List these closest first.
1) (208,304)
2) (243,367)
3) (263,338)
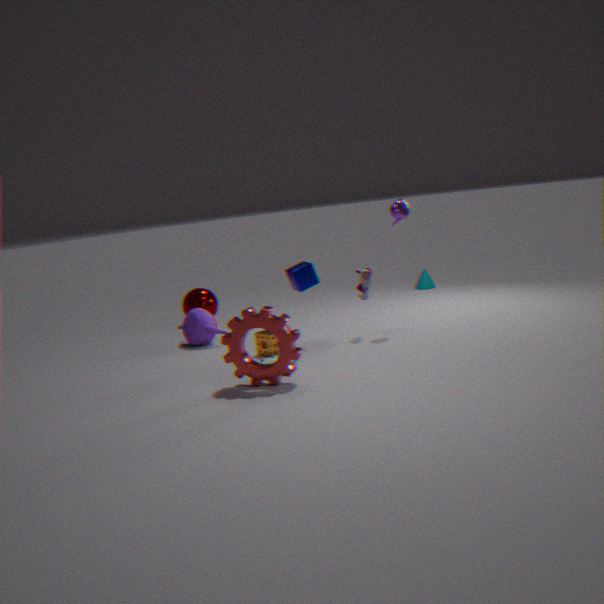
2. (243,367) < 3. (263,338) < 1. (208,304)
